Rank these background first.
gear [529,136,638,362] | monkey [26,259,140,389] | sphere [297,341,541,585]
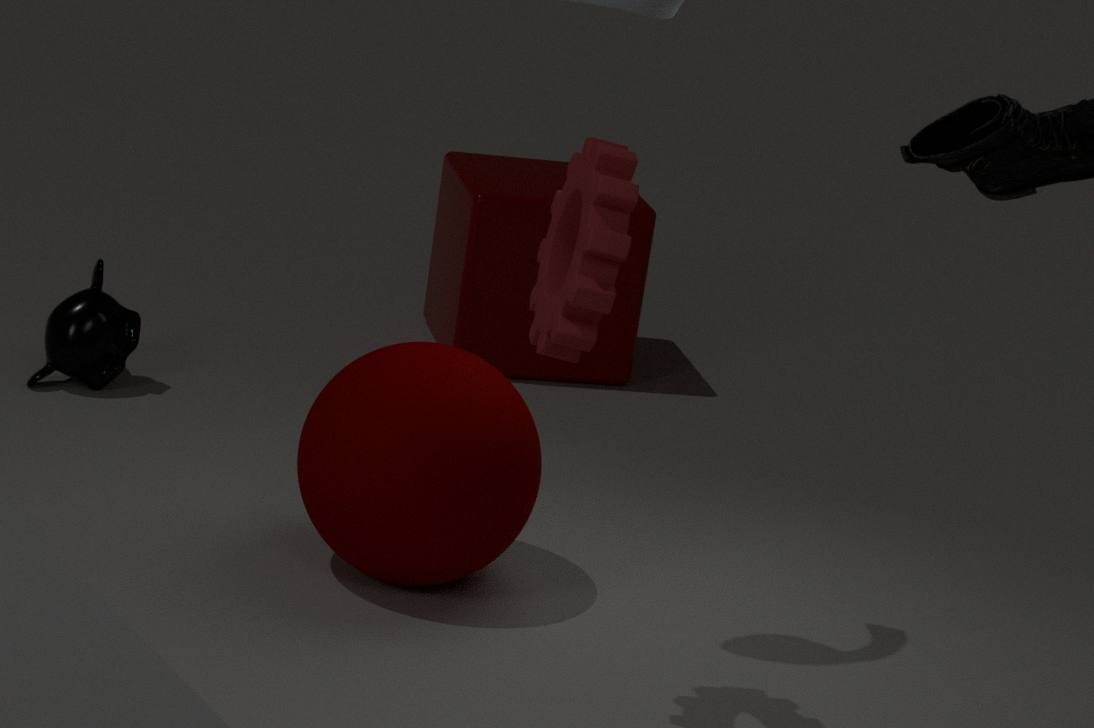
1. monkey [26,259,140,389]
2. sphere [297,341,541,585]
3. gear [529,136,638,362]
